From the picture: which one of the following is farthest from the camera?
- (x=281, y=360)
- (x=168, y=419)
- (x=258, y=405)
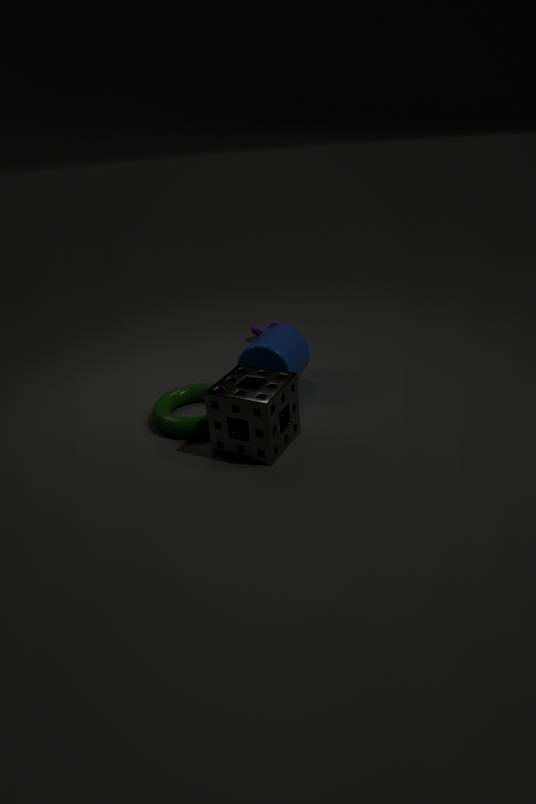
(x=281, y=360)
